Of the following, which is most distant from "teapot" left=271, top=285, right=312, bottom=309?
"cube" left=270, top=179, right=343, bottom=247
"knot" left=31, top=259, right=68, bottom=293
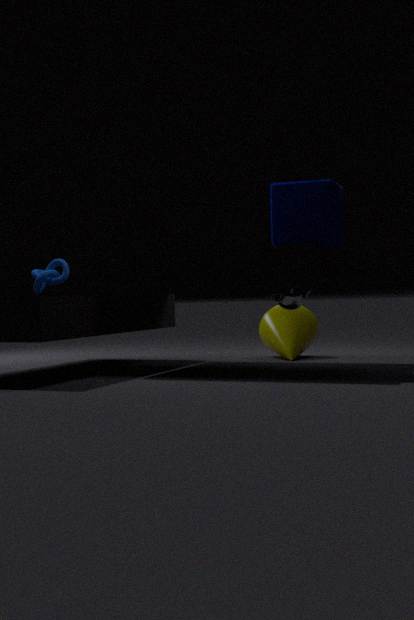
"knot" left=31, top=259, right=68, bottom=293
